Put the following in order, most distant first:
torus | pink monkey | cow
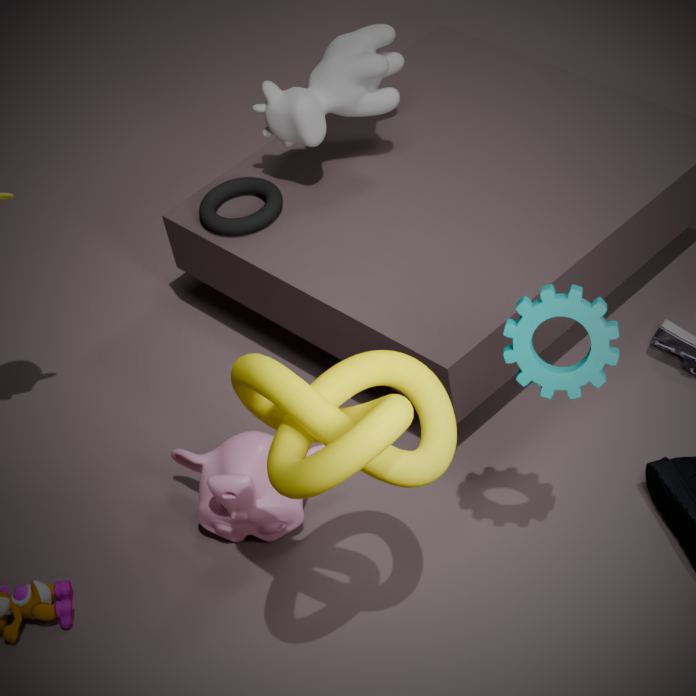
torus → cow → pink monkey
